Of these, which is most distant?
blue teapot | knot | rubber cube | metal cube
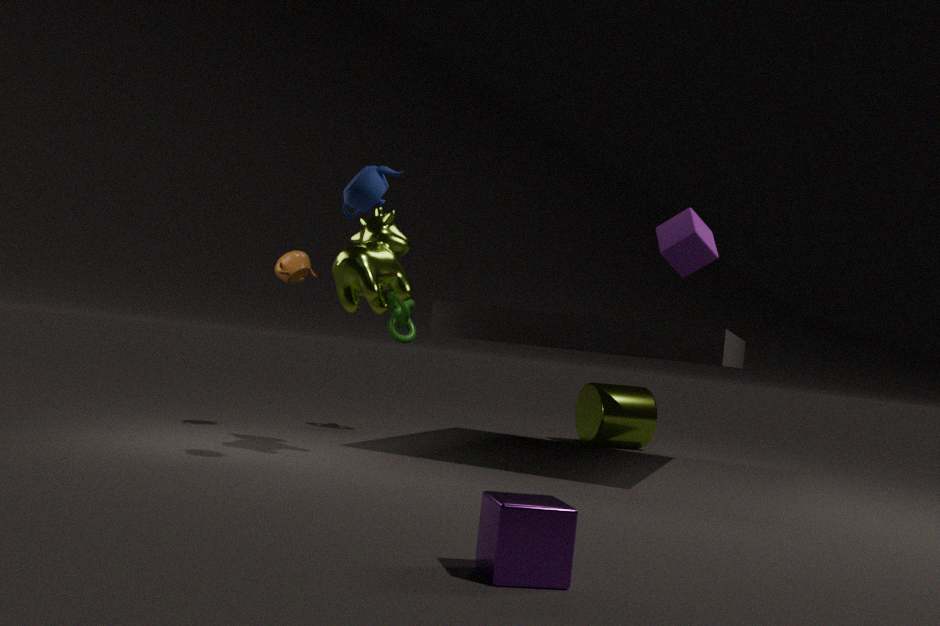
knot
